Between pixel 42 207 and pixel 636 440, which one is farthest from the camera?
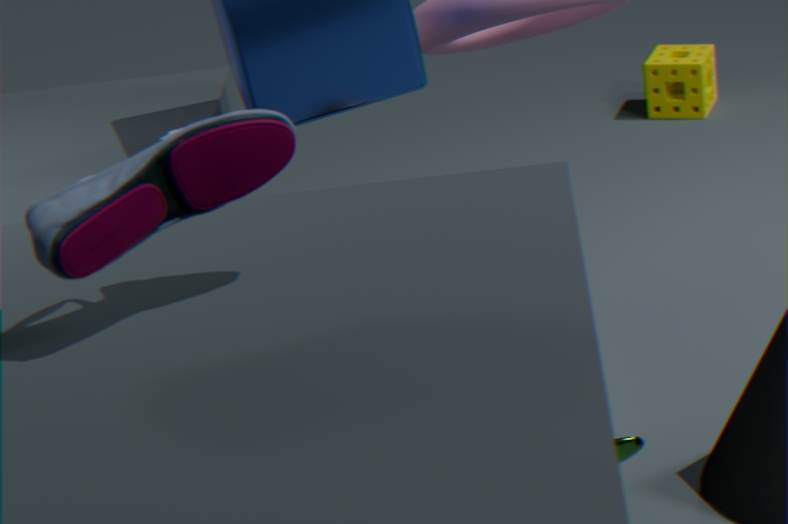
pixel 636 440
